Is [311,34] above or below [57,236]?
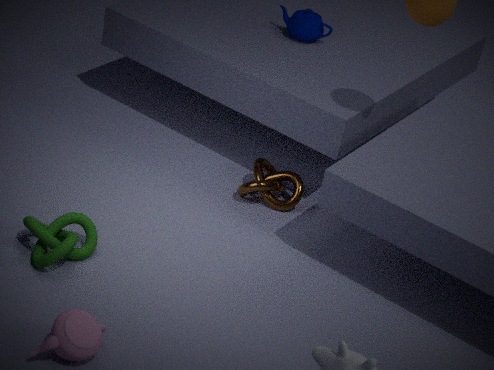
above
